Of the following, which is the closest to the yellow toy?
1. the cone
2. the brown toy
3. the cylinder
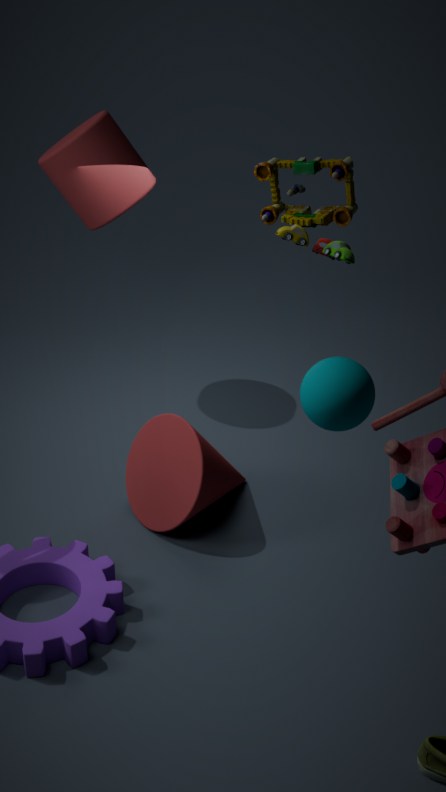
the brown toy
